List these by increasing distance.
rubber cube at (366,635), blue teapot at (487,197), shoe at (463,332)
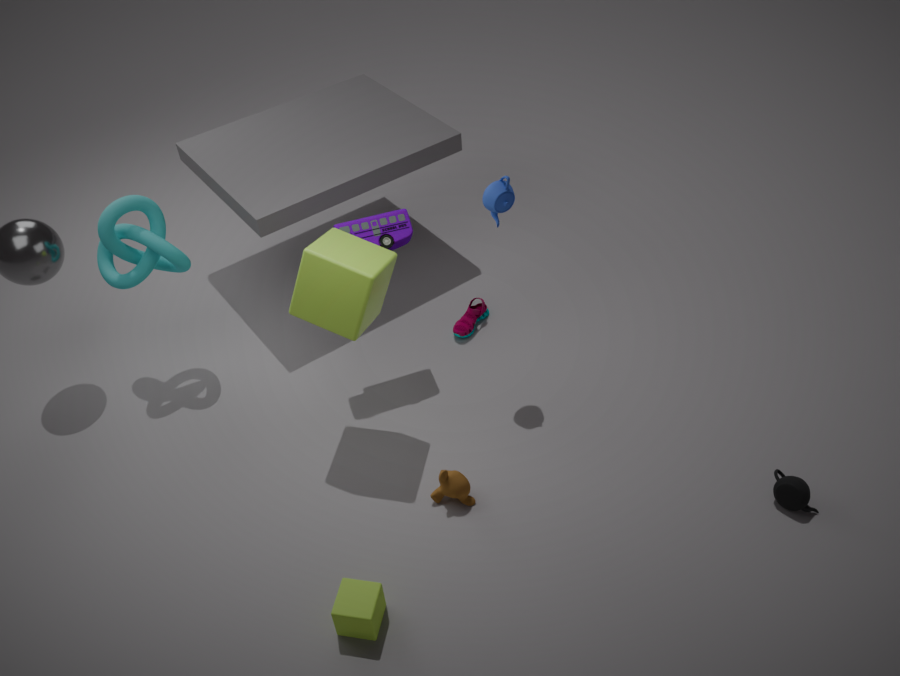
rubber cube at (366,635), blue teapot at (487,197), shoe at (463,332)
